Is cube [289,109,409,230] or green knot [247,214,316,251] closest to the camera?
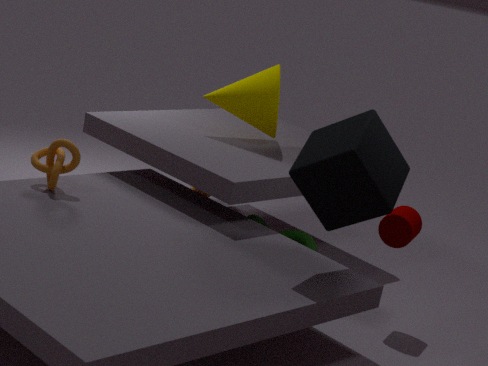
cube [289,109,409,230]
